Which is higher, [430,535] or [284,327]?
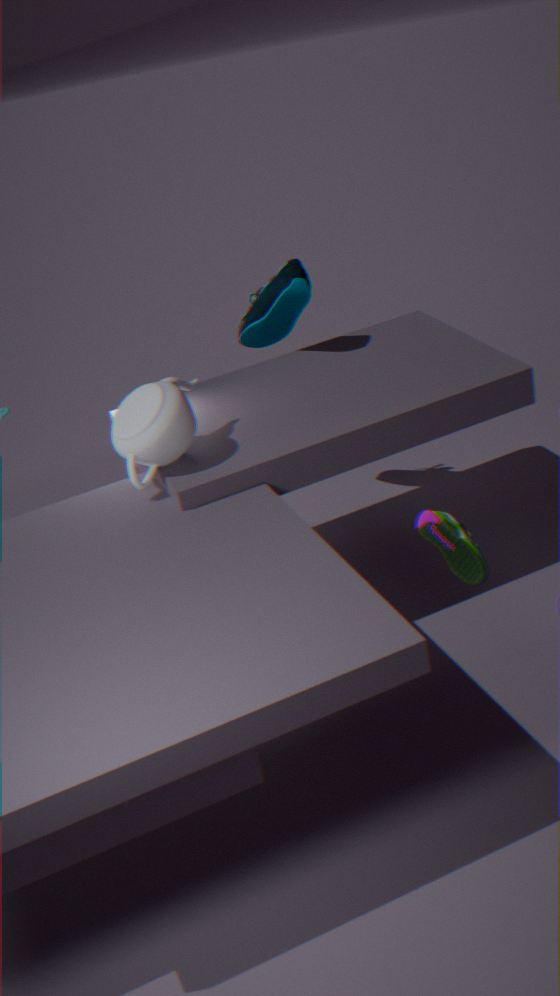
[284,327]
